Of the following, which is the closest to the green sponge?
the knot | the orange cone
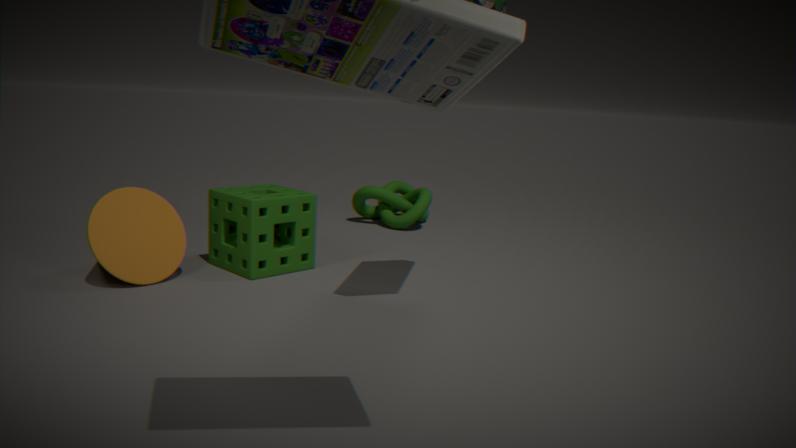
the orange cone
